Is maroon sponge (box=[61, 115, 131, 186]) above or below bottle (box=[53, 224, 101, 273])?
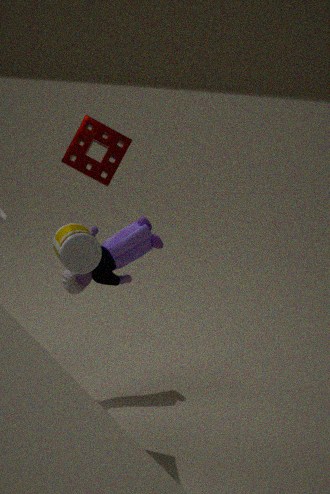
above
